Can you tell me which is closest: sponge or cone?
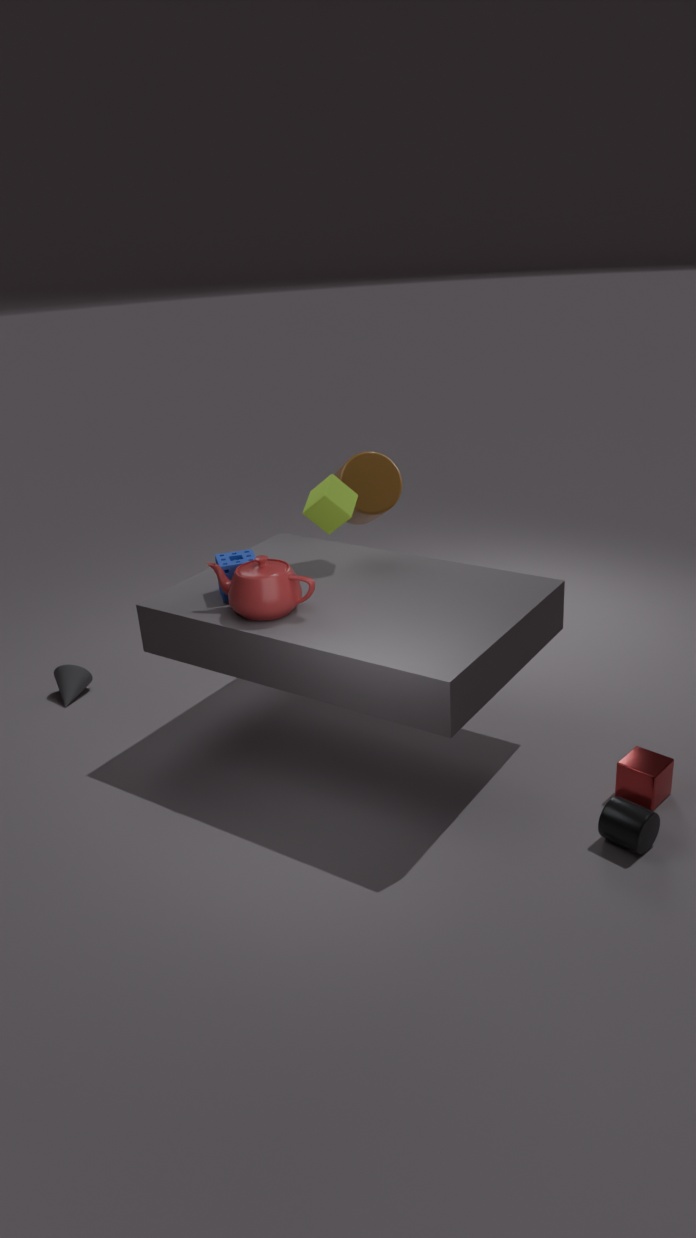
sponge
